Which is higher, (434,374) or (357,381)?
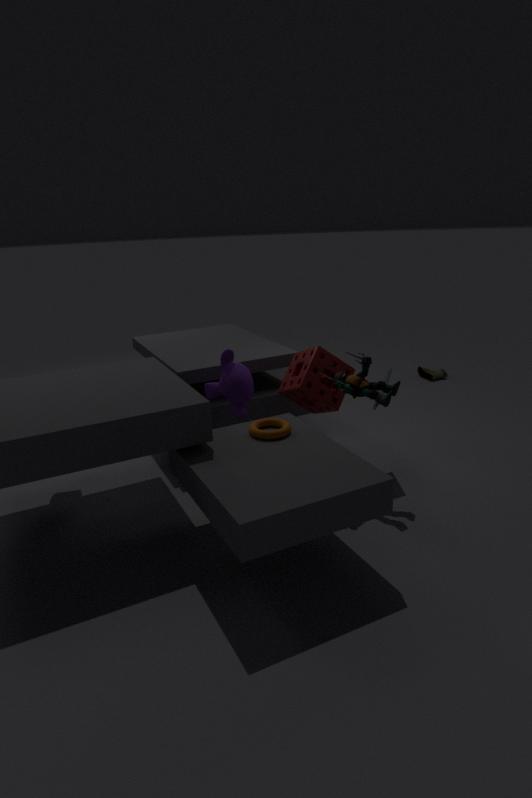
(357,381)
